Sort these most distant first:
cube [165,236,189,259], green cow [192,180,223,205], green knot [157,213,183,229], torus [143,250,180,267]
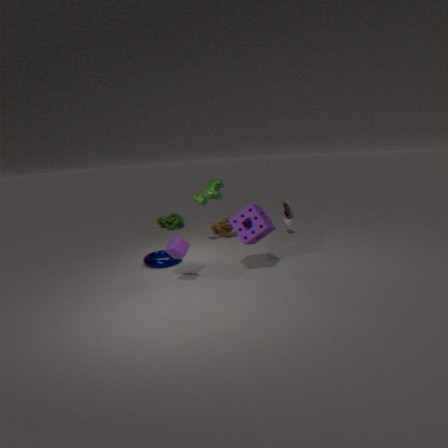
green knot [157,213,183,229] → green cow [192,180,223,205] → torus [143,250,180,267] → cube [165,236,189,259]
